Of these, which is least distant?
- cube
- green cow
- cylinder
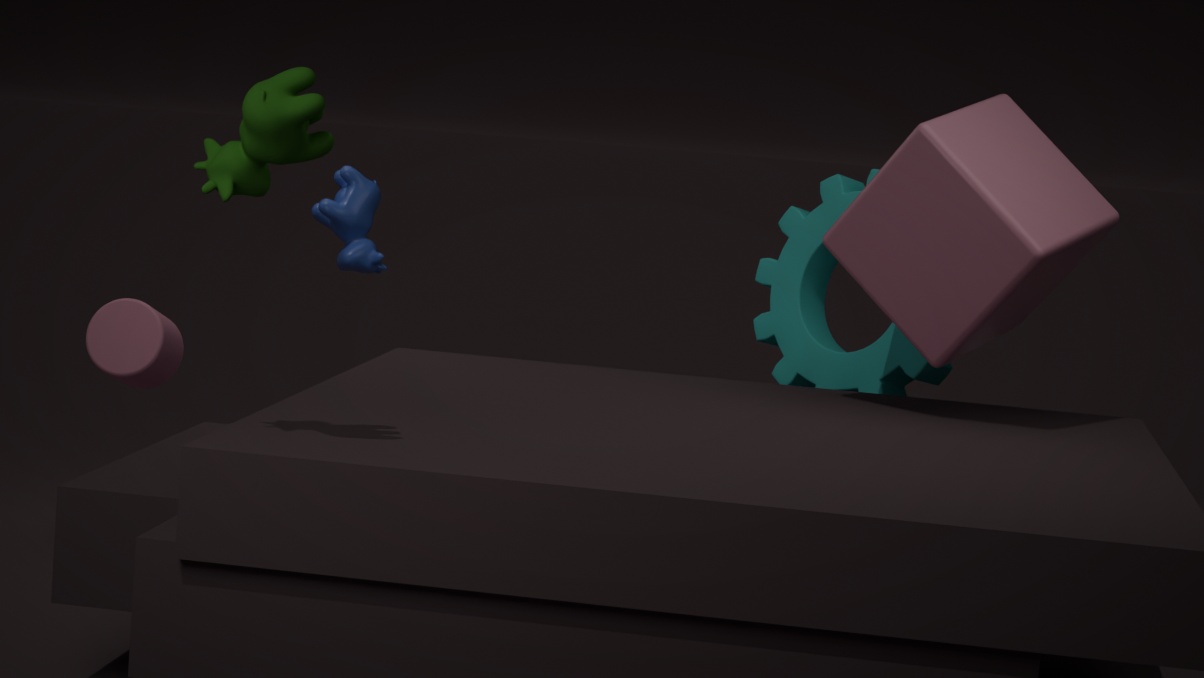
green cow
